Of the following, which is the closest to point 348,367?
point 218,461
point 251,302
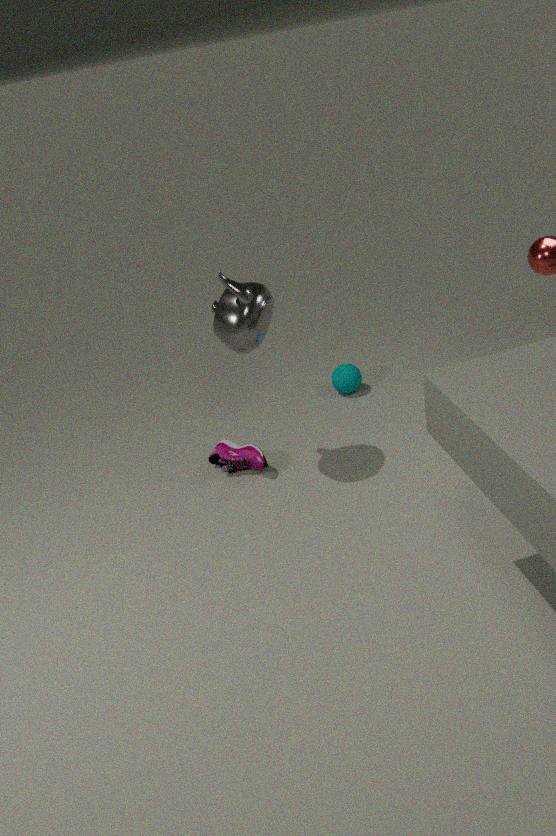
point 218,461
